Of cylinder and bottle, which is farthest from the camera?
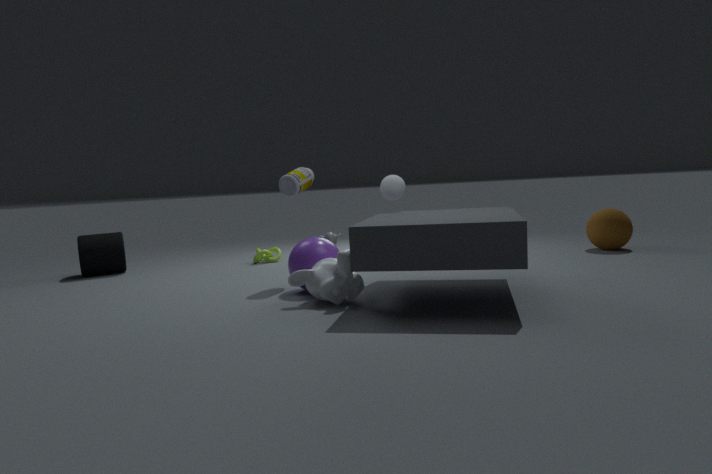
cylinder
